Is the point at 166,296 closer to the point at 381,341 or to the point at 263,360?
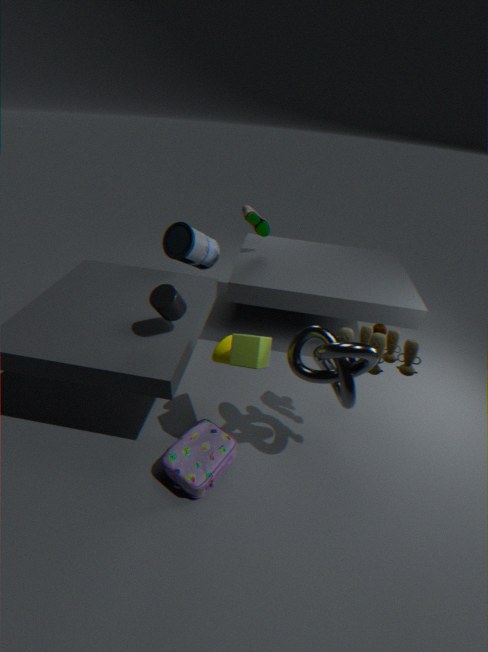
the point at 263,360
